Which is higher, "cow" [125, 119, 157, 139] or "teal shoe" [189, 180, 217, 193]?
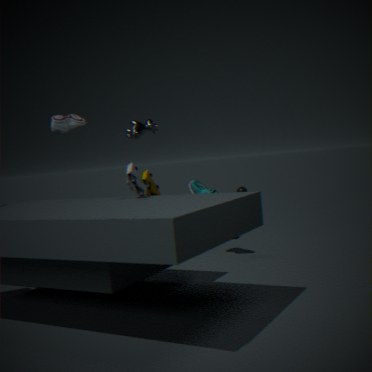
"cow" [125, 119, 157, 139]
